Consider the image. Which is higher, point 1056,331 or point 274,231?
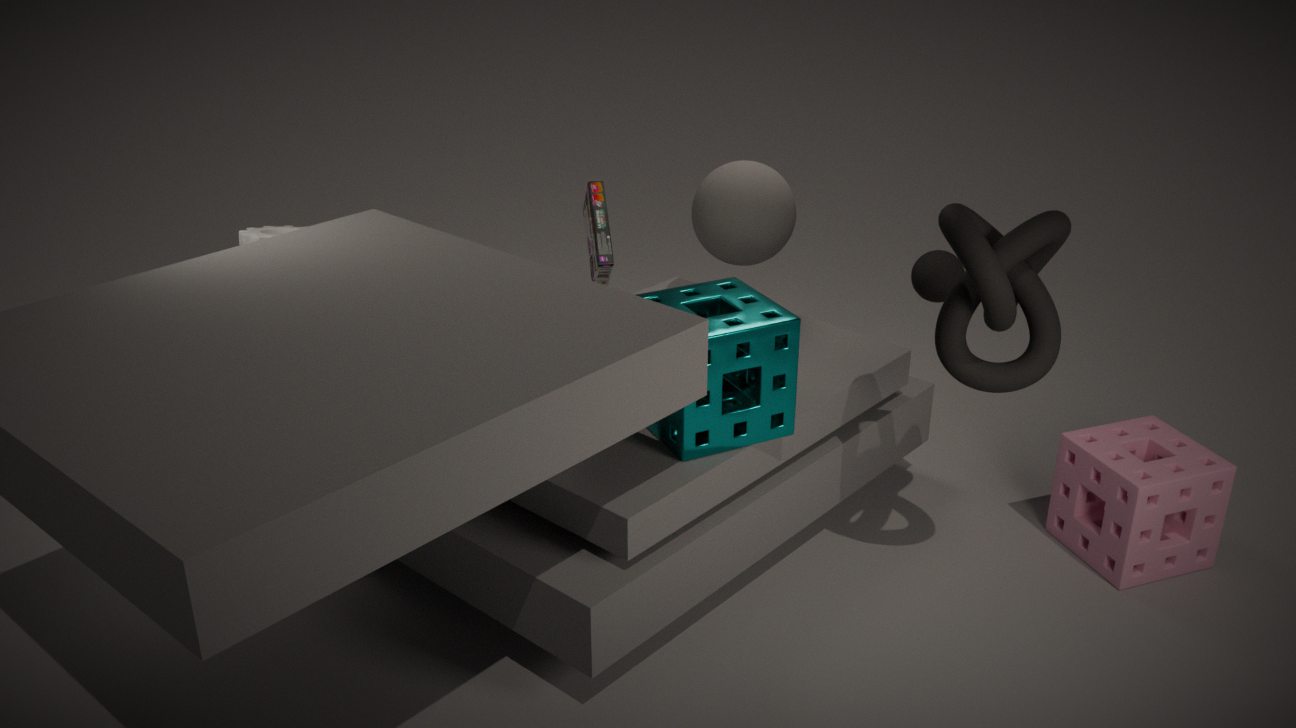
point 1056,331
